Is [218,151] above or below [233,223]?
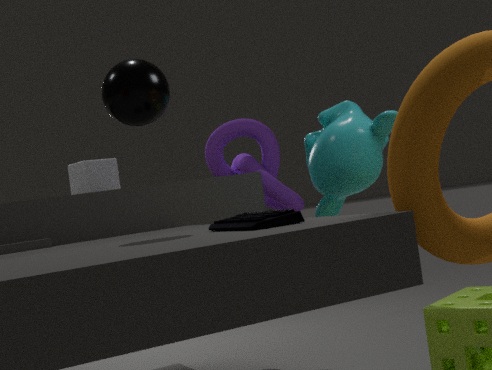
above
